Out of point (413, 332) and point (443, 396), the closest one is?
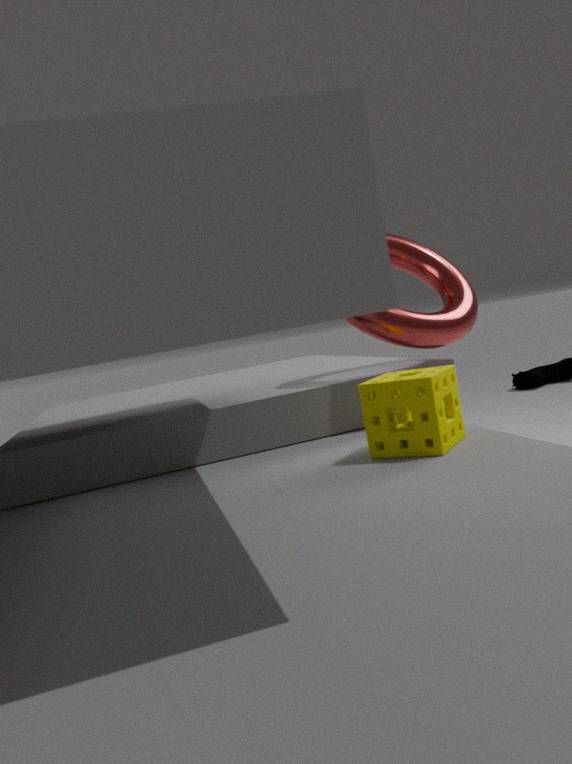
point (443, 396)
